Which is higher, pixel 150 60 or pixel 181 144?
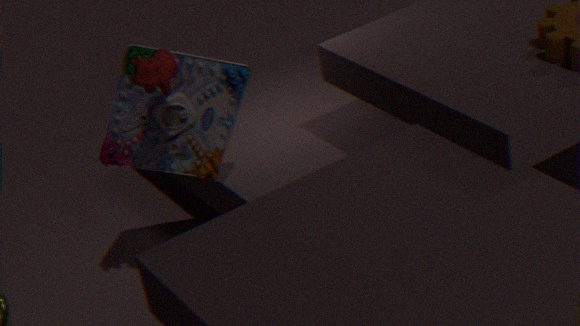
pixel 150 60
